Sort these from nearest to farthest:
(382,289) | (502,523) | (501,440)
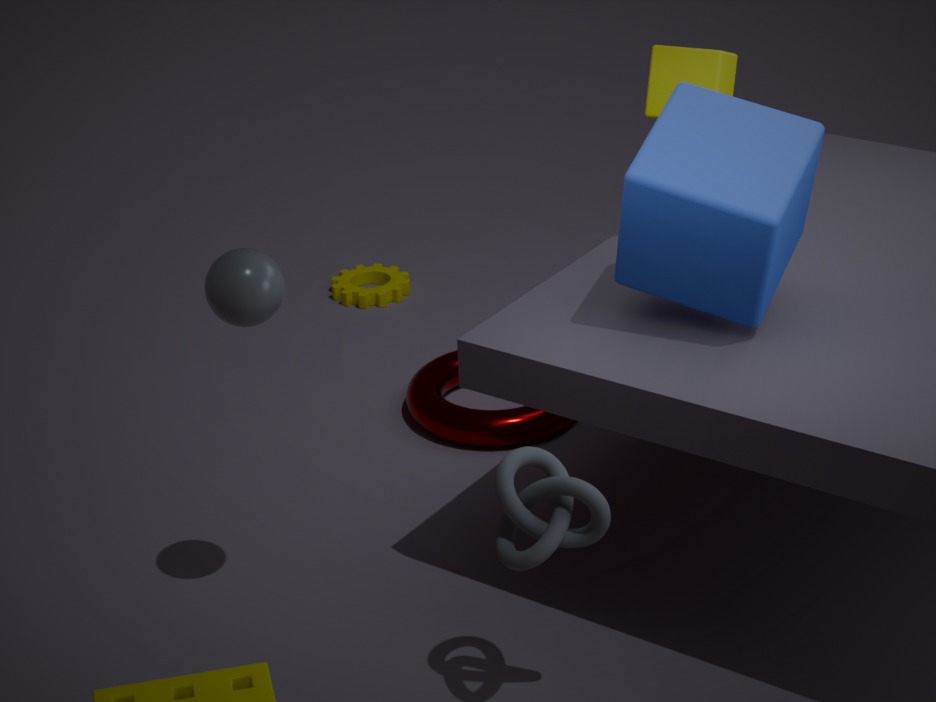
(502,523)
(501,440)
(382,289)
